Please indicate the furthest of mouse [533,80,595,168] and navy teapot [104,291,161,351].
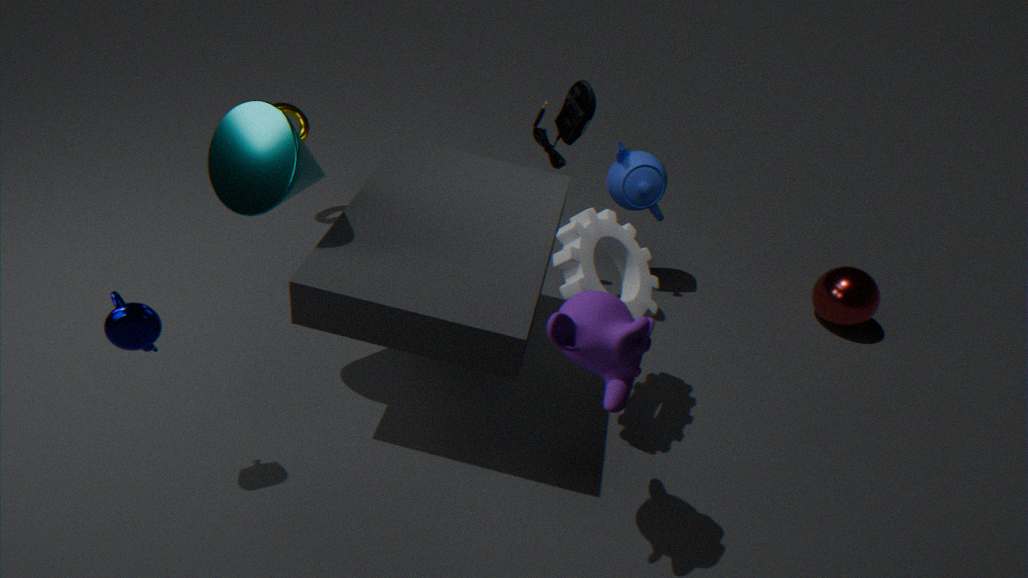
mouse [533,80,595,168]
